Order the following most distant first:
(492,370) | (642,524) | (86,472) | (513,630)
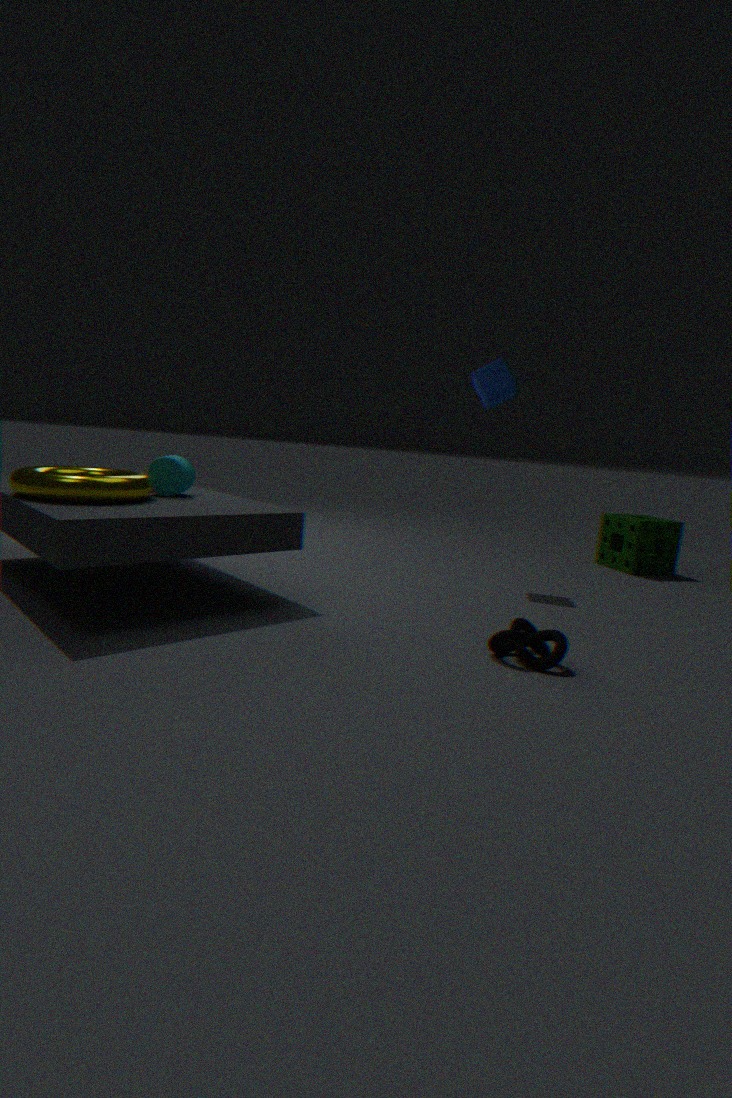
1. (642,524)
2. (492,370)
3. (86,472)
4. (513,630)
